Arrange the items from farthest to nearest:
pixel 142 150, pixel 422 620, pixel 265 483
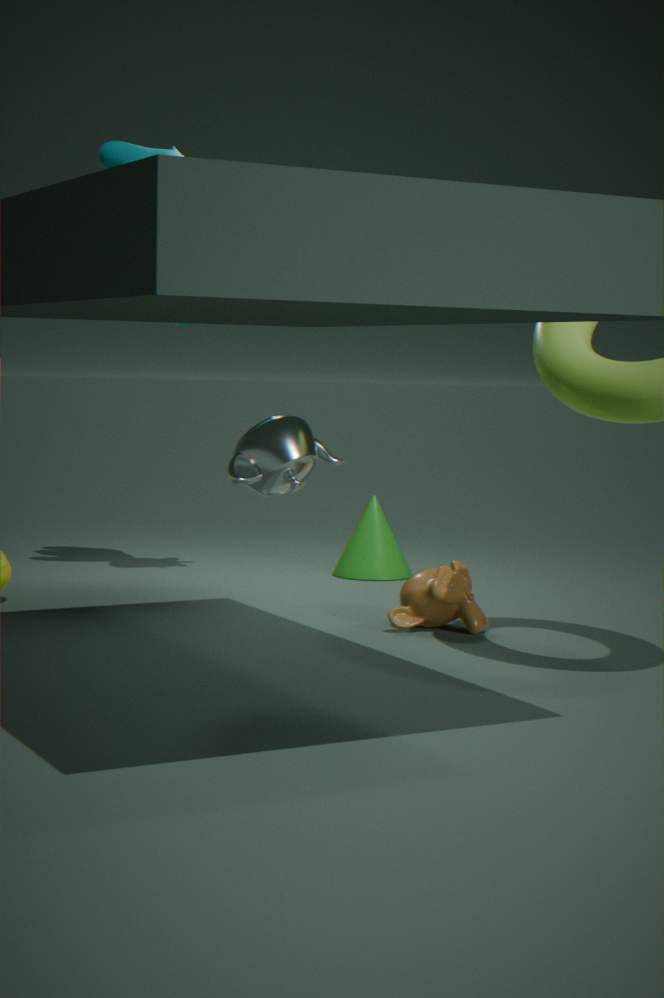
pixel 142 150, pixel 422 620, pixel 265 483
